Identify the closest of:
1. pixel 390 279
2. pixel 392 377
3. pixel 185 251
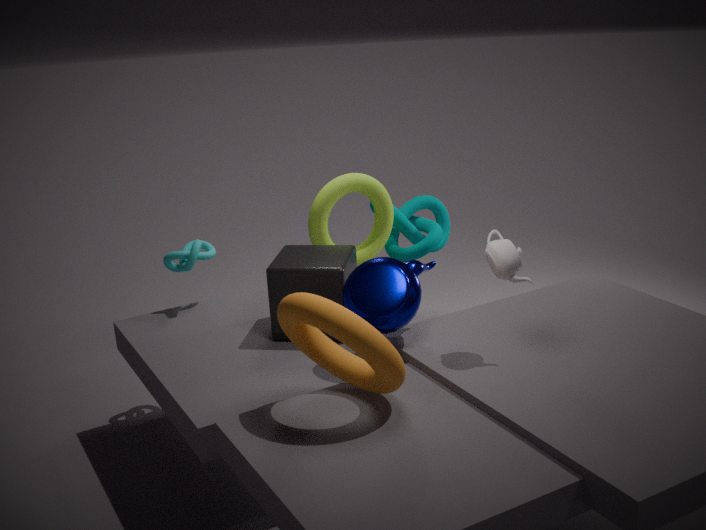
pixel 392 377
